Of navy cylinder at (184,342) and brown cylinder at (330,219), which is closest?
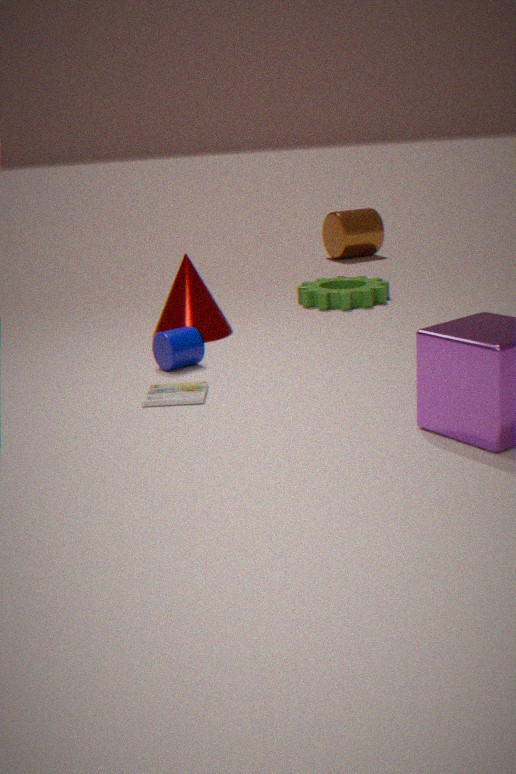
navy cylinder at (184,342)
